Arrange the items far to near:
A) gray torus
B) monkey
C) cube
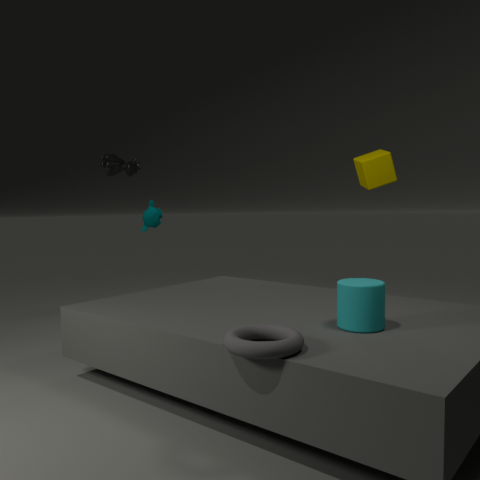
1. monkey
2. cube
3. gray torus
